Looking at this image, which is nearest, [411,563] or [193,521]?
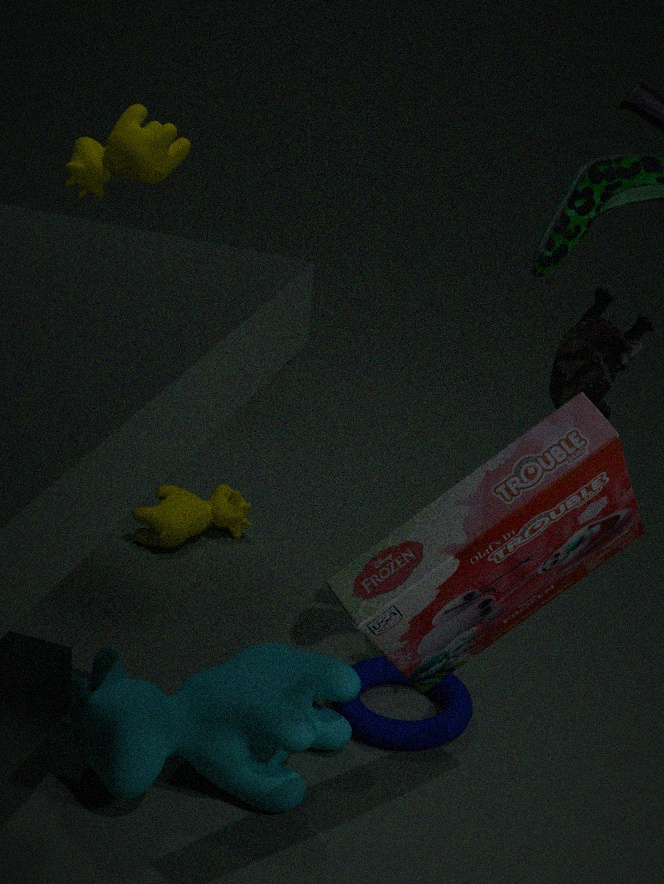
[411,563]
